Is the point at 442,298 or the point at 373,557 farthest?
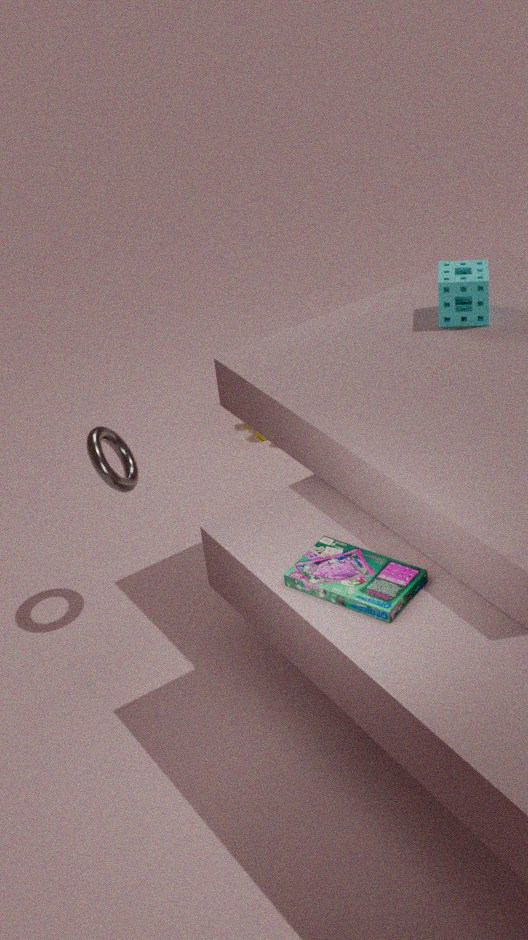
the point at 442,298
